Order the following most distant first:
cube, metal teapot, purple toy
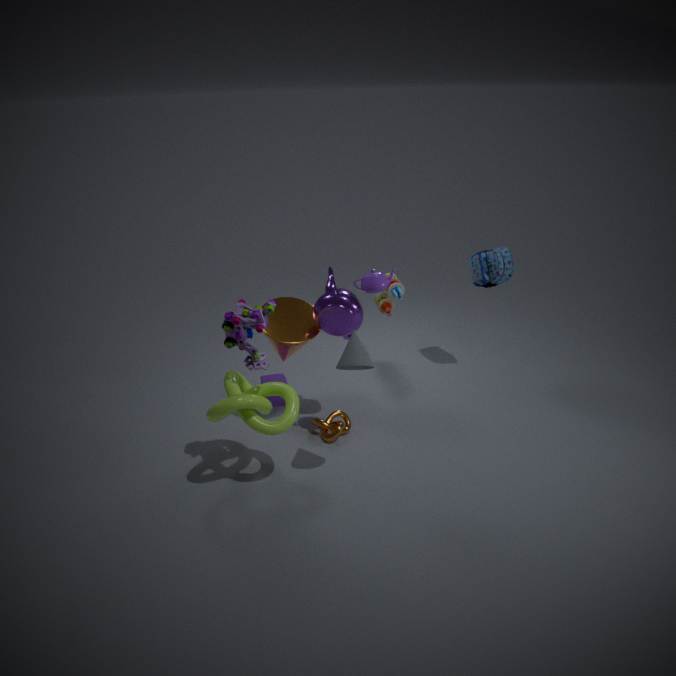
cube, metal teapot, purple toy
